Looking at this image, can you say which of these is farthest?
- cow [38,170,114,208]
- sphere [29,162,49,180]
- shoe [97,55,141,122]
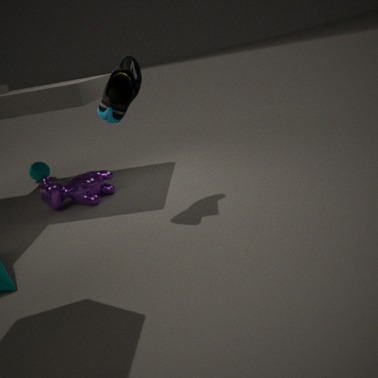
sphere [29,162,49,180]
